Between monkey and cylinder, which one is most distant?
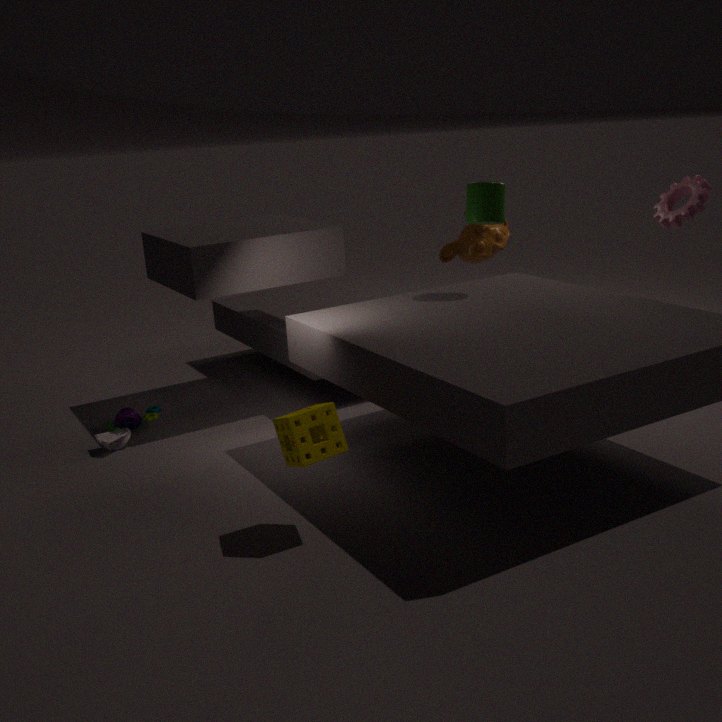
monkey
